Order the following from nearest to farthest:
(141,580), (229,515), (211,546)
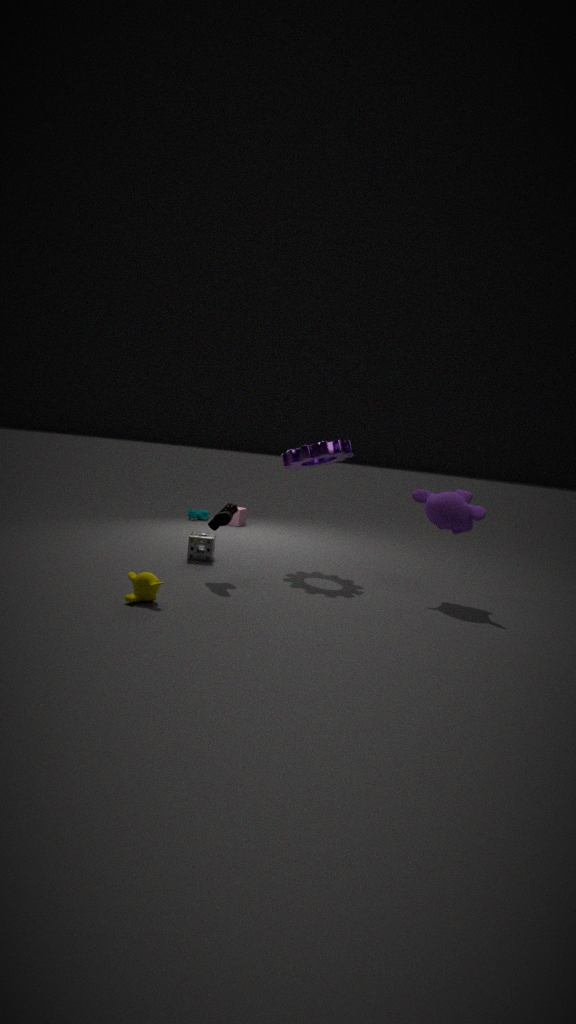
(141,580), (229,515), (211,546)
